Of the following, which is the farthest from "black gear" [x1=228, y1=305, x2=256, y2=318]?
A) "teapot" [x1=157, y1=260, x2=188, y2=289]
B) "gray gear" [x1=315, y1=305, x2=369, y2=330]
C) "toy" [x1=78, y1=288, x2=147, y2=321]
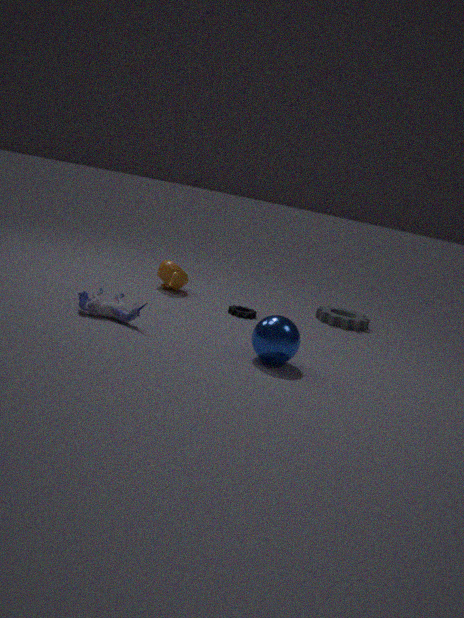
"toy" [x1=78, y1=288, x2=147, y2=321]
